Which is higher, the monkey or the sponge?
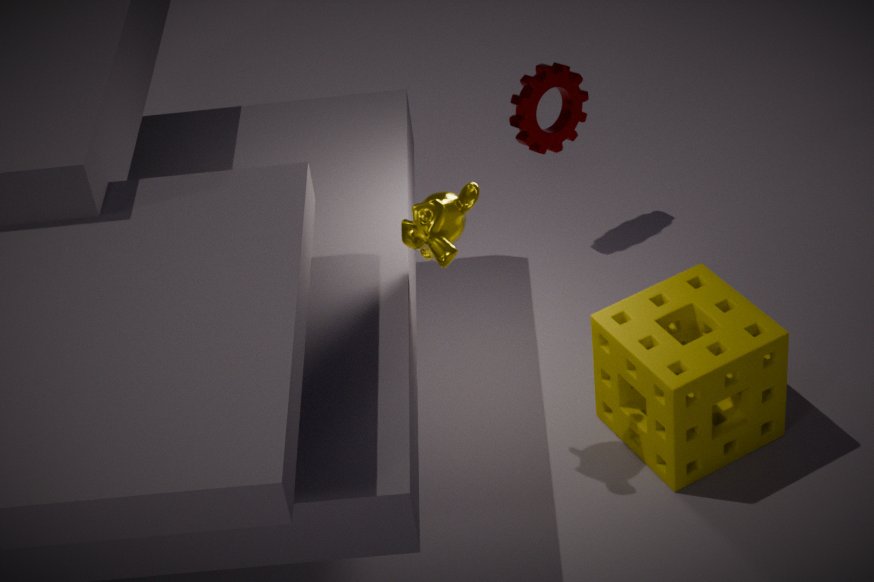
the monkey
